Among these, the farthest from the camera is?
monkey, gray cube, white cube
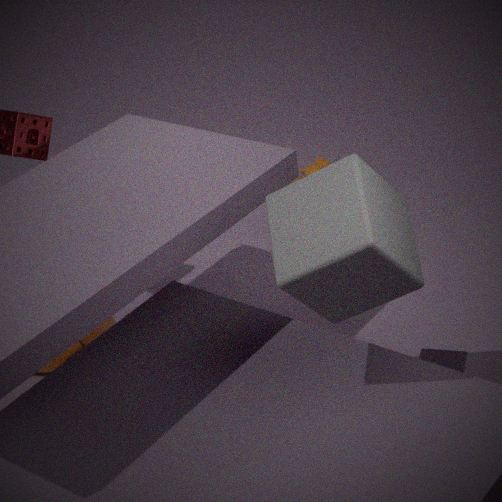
monkey
